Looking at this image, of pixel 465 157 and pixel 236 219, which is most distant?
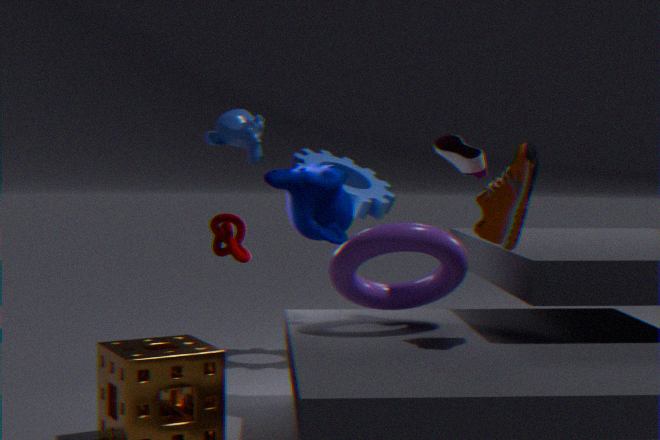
pixel 236 219
